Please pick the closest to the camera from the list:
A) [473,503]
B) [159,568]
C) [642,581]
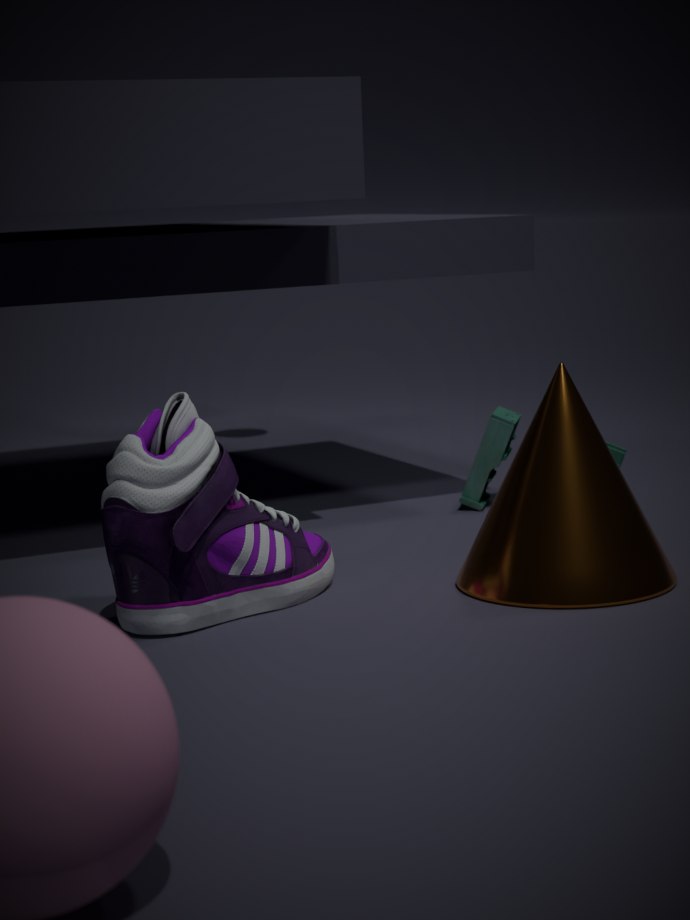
[159,568]
